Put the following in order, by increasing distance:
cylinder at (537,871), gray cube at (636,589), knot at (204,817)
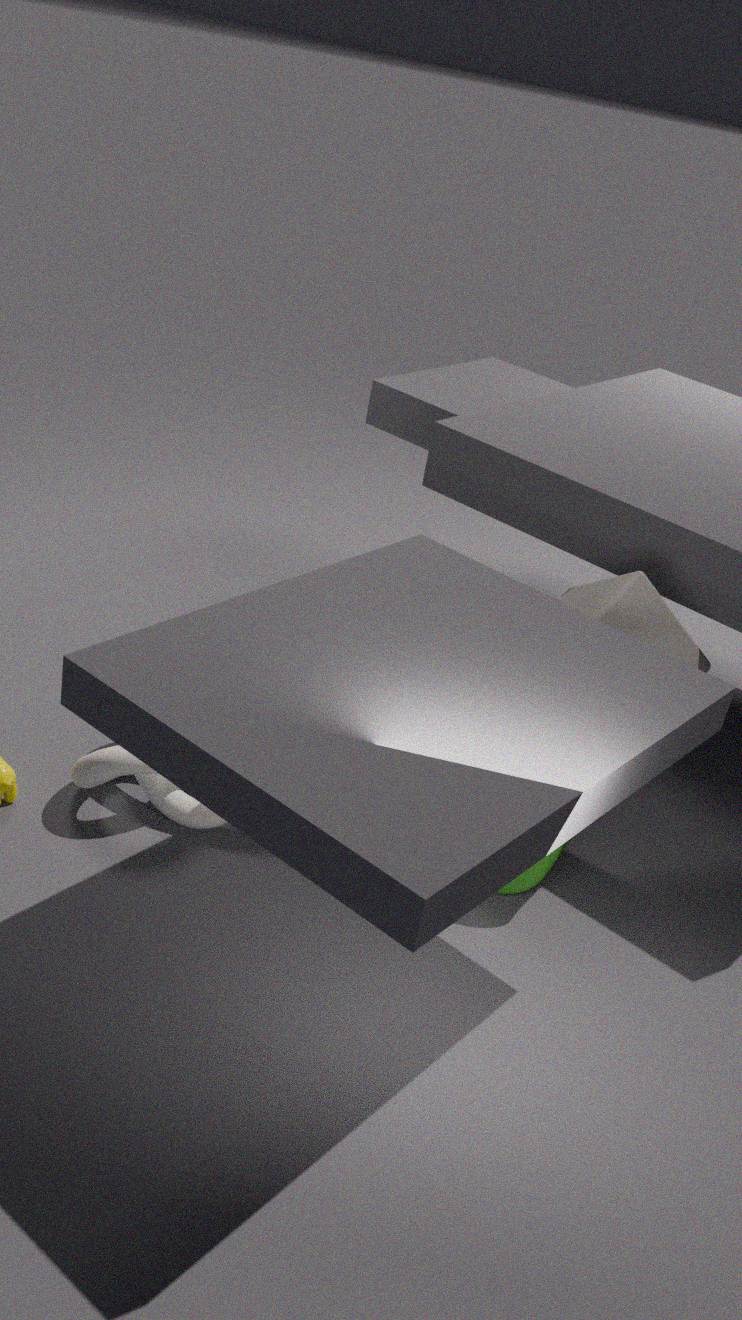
cylinder at (537,871) → knot at (204,817) → gray cube at (636,589)
